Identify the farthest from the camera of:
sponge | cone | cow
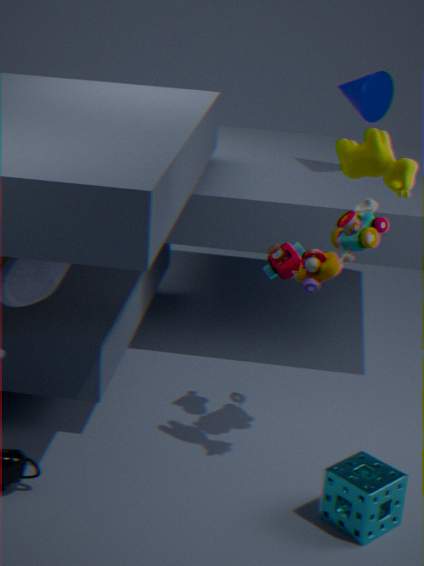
cone
